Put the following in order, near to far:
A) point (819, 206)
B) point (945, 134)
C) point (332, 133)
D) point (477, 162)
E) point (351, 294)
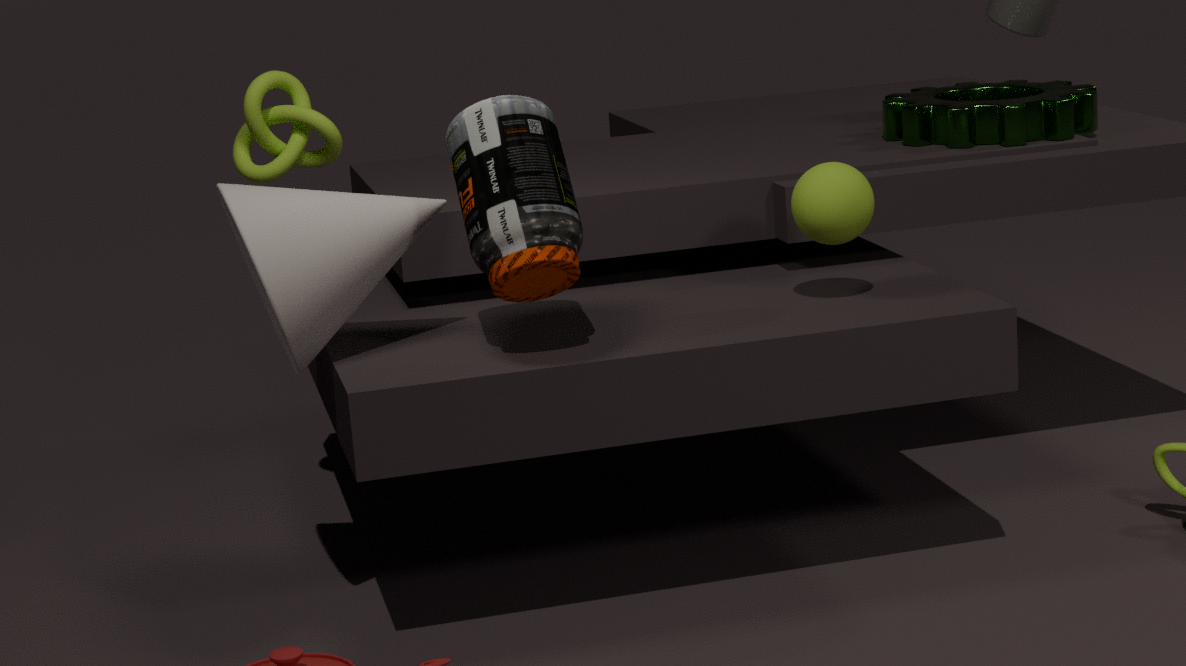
point (477, 162)
point (351, 294)
point (819, 206)
point (332, 133)
point (945, 134)
